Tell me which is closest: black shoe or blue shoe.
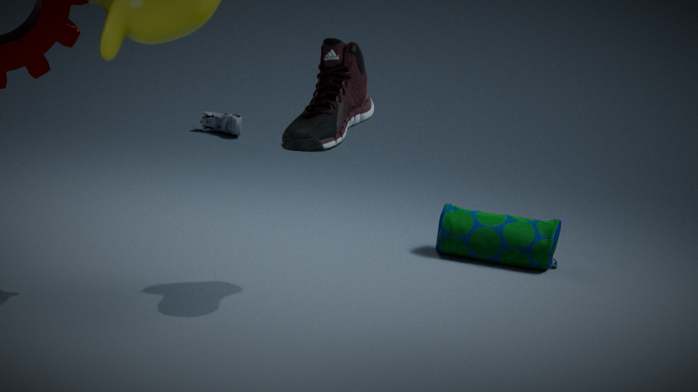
black shoe
